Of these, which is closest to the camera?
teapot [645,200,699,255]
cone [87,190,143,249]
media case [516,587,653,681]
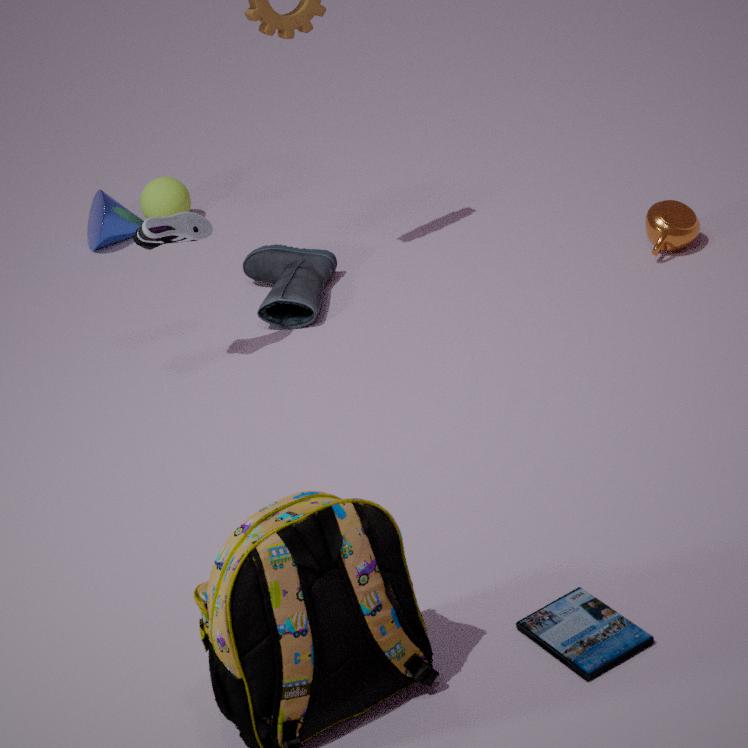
media case [516,587,653,681]
